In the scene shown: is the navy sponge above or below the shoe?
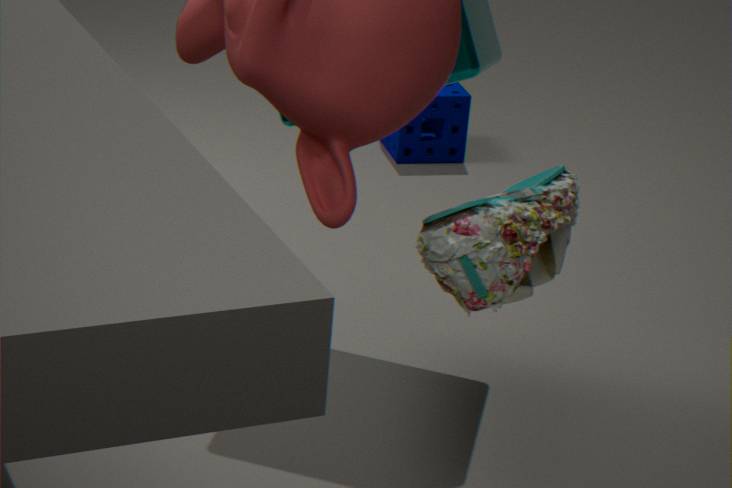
below
